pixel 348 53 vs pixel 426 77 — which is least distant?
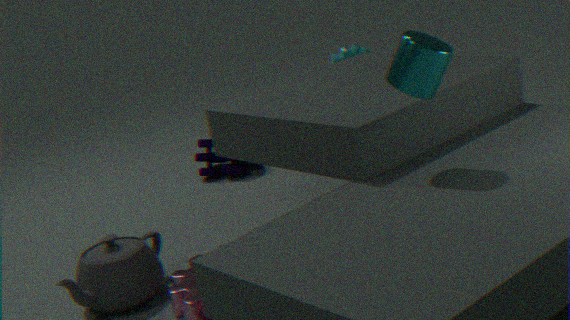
pixel 426 77
